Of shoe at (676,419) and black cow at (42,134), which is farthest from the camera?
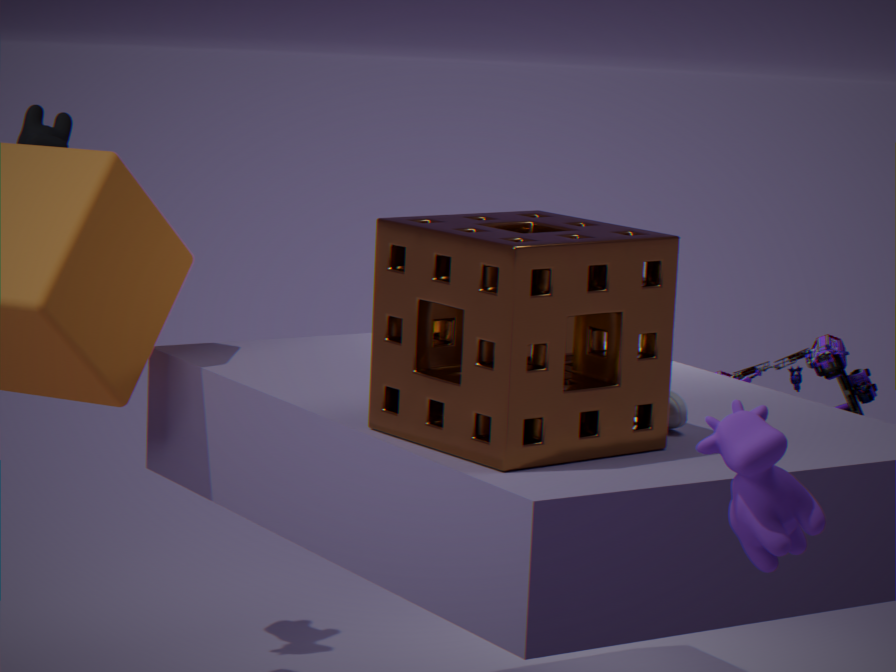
black cow at (42,134)
